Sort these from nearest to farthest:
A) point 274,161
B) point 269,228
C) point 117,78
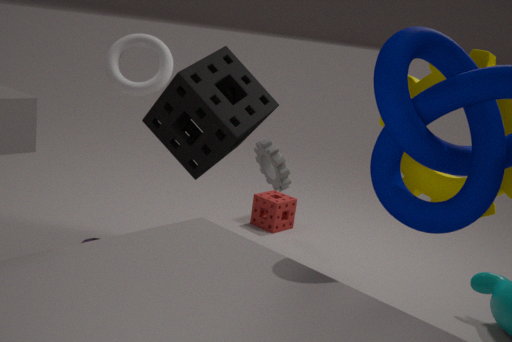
point 117,78 < point 274,161 < point 269,228
